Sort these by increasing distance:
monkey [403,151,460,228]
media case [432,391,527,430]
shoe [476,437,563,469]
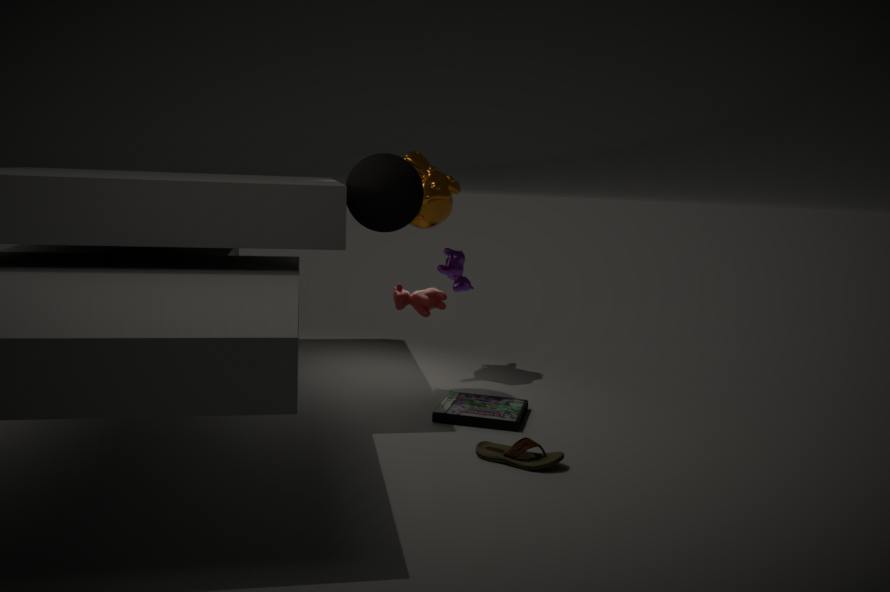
shoe [476,437,563,469], media case [432,391,527,430], monkey [403,151,460,228]
